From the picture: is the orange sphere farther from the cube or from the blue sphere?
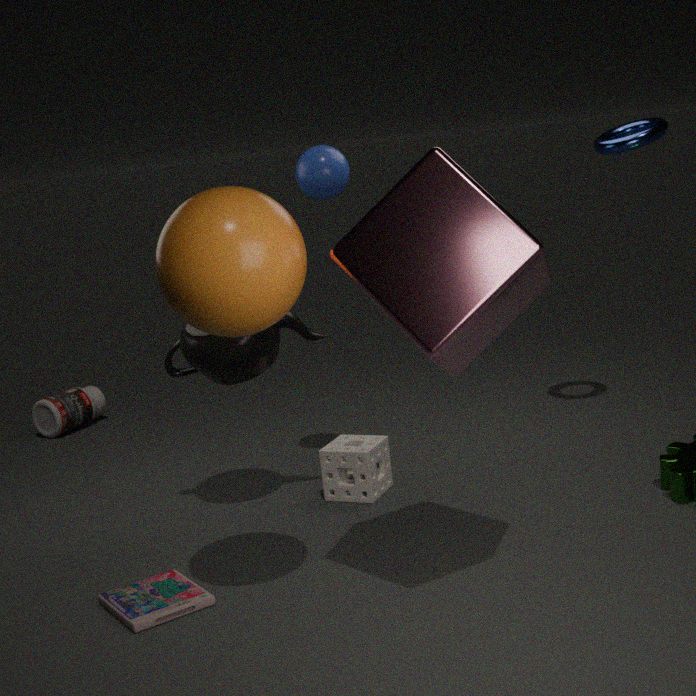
the blue sphere
